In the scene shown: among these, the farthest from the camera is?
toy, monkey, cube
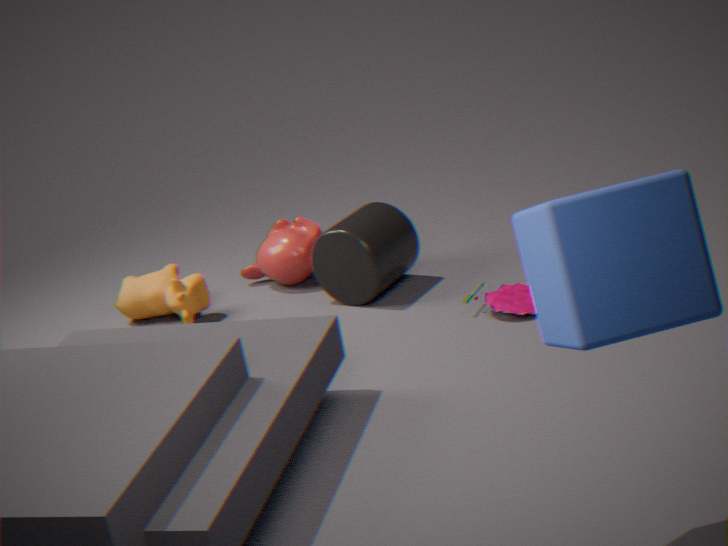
monkey
